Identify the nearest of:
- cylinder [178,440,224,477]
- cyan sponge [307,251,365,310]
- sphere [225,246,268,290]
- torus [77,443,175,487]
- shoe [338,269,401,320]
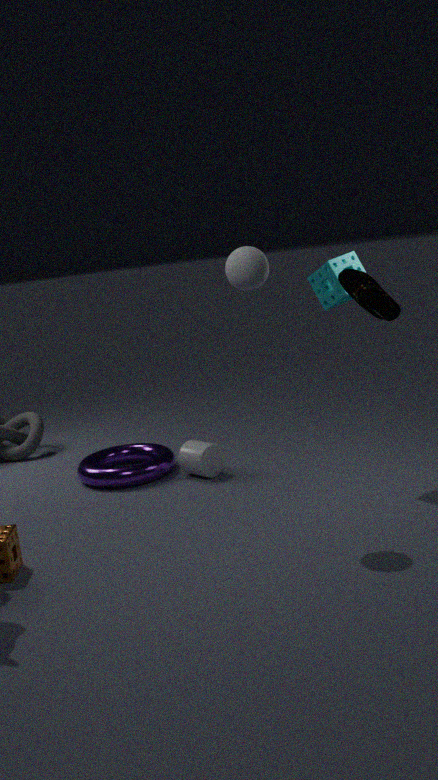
shoe [338,269,401,320]
